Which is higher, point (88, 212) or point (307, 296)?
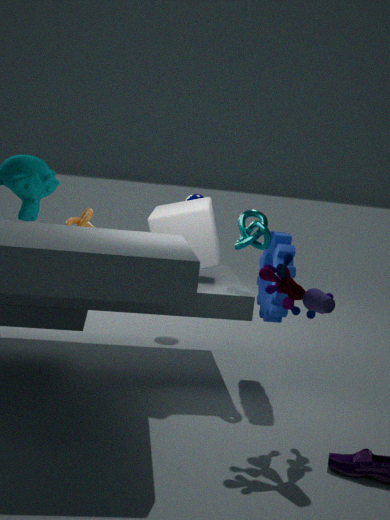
point (88, 212)
